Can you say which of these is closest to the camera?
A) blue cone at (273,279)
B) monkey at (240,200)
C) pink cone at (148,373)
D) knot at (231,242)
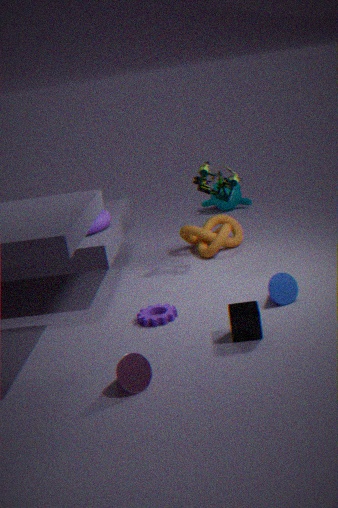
pink cone at (148,373)
